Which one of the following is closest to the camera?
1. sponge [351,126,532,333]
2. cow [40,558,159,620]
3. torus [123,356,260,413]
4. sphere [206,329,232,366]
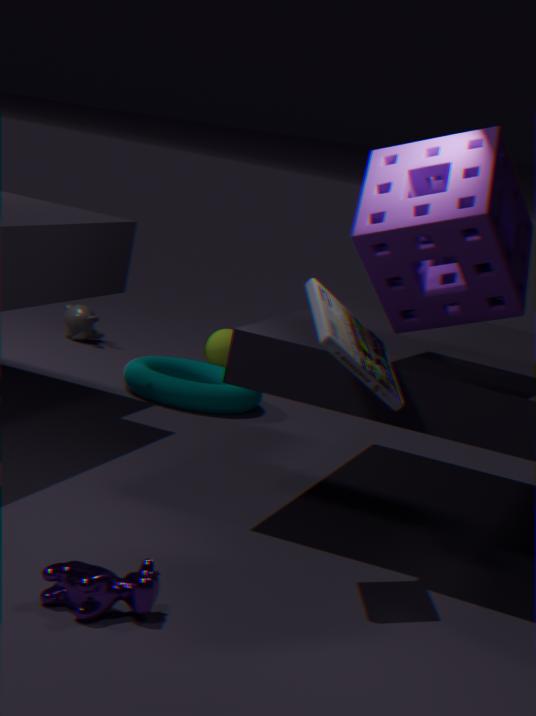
cow [40,558,159,620]
